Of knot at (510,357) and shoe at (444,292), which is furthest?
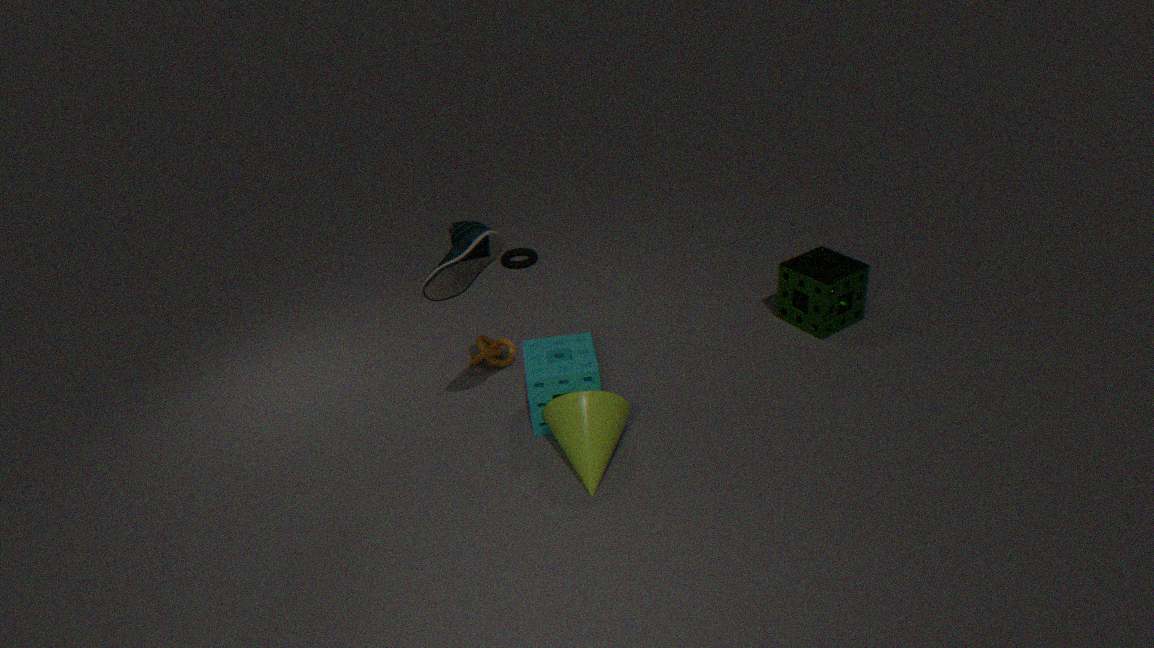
knot at (510,357)
